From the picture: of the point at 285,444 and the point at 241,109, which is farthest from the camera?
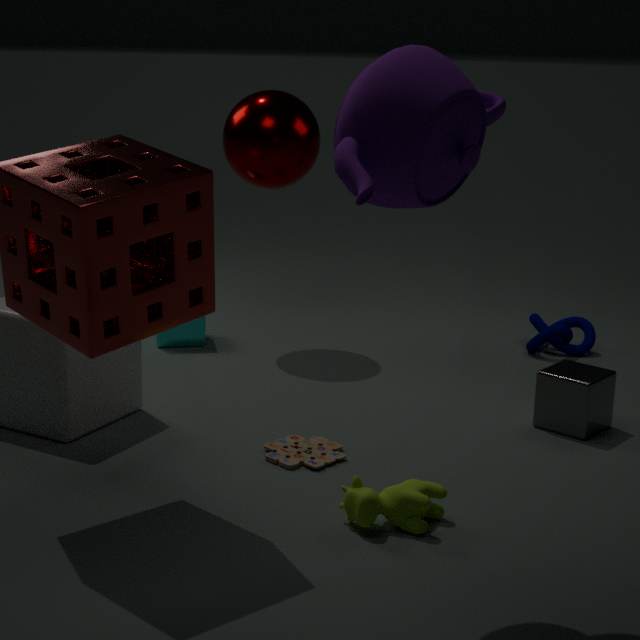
the point at 241,109
